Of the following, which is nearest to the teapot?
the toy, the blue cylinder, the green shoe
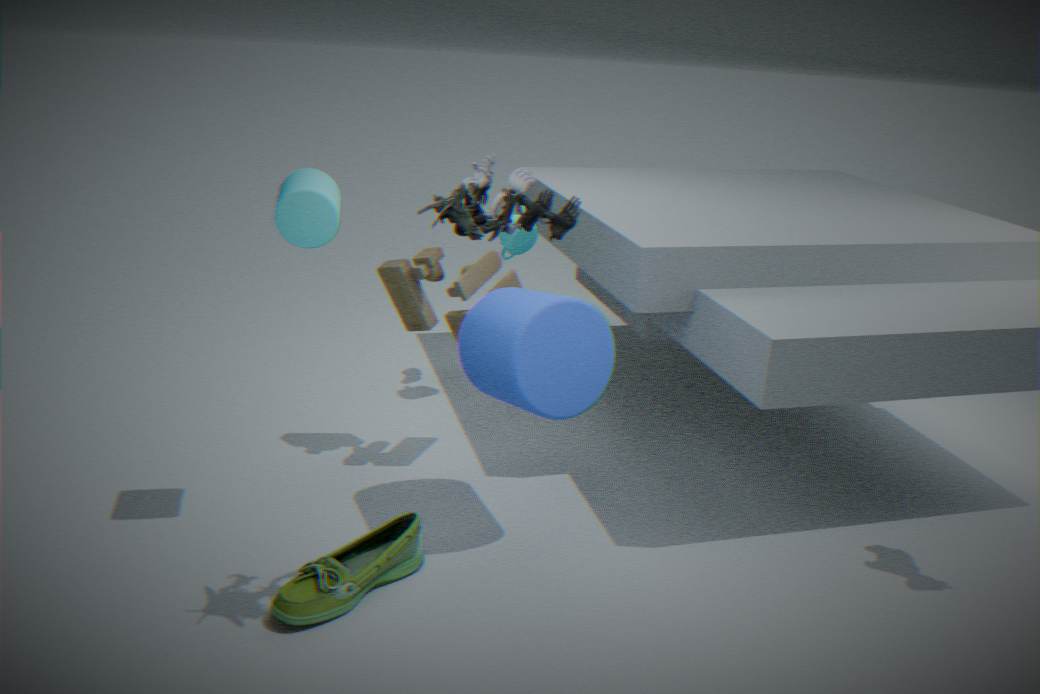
the toy
